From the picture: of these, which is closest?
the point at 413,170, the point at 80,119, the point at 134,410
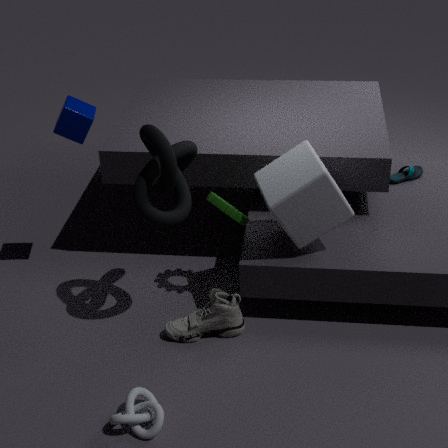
the point at 134,410
